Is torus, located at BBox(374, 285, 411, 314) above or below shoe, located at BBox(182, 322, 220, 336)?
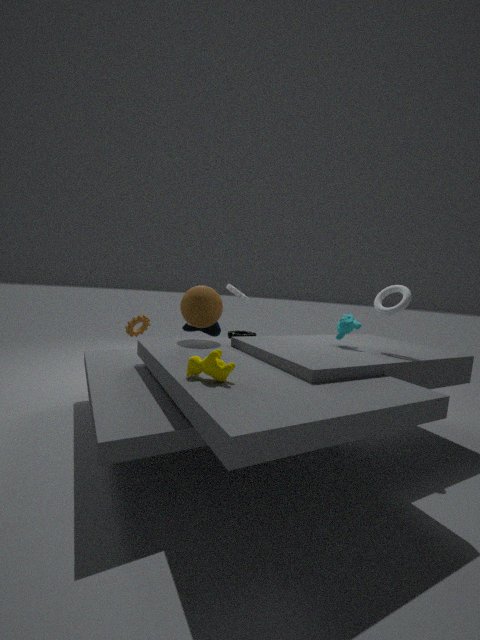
above
